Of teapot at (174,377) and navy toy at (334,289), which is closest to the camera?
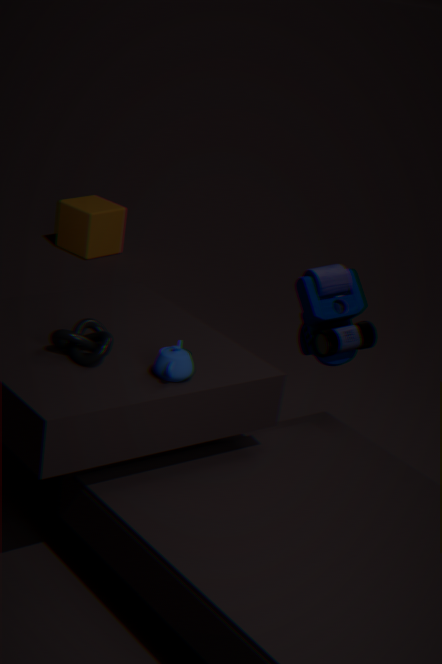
teapot at (174,377)
